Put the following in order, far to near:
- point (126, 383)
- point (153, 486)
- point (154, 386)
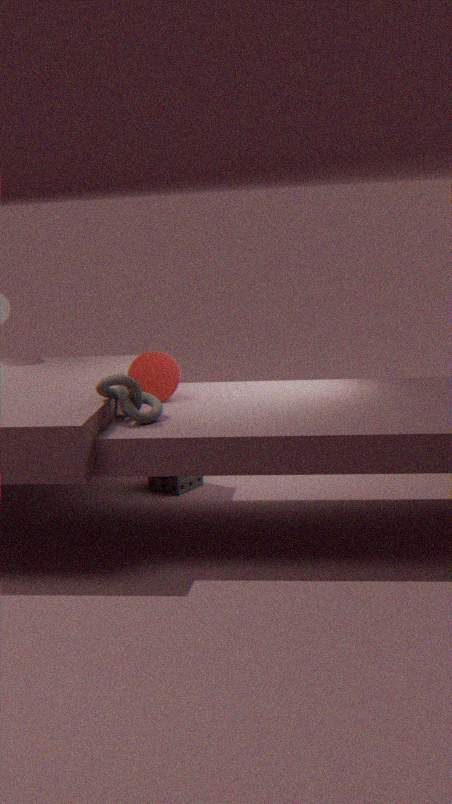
1. point (153, 486)
2. point (154, 386)
3. point (126, 383)
